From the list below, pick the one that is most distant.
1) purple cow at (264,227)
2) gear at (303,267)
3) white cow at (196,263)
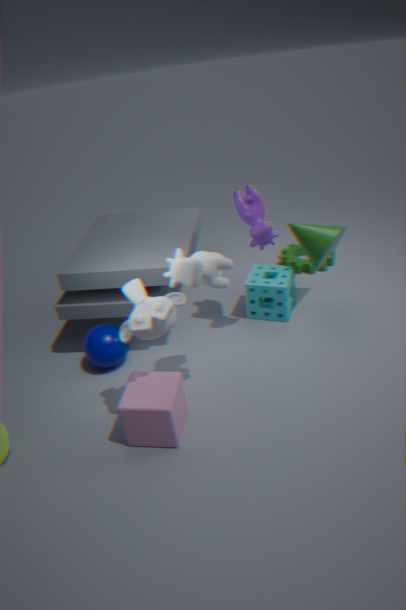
2. gear at (303,267)
